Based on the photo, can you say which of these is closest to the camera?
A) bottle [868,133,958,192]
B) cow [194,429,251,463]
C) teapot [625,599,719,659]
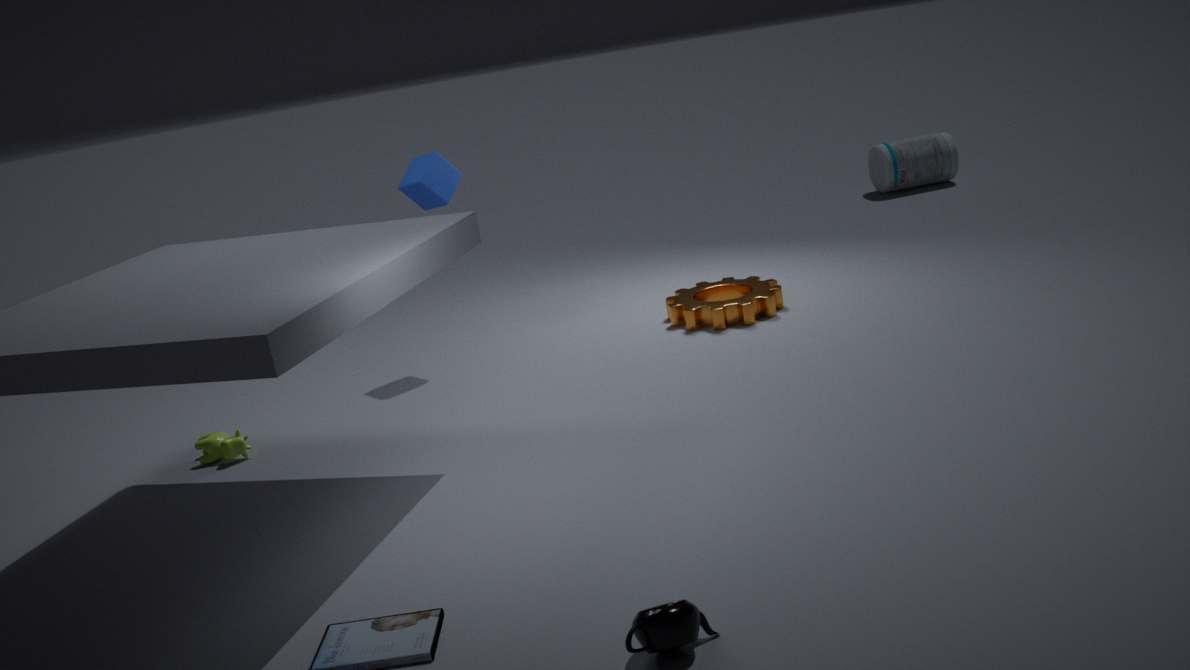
teapot [625,599,719,659]
